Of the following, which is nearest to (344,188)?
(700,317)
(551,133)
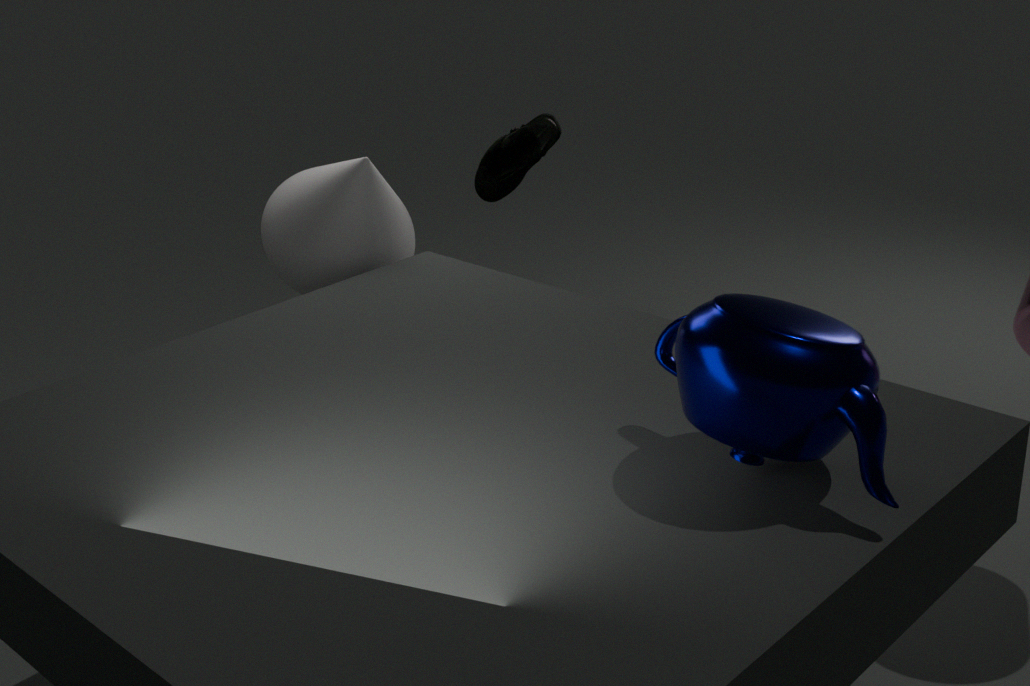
(551,133)
